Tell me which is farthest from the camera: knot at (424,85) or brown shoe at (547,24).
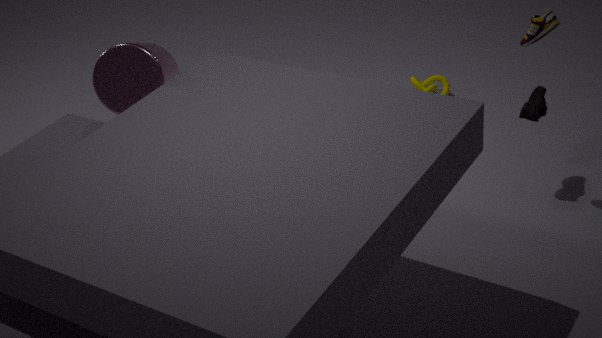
knot at (424,85)
